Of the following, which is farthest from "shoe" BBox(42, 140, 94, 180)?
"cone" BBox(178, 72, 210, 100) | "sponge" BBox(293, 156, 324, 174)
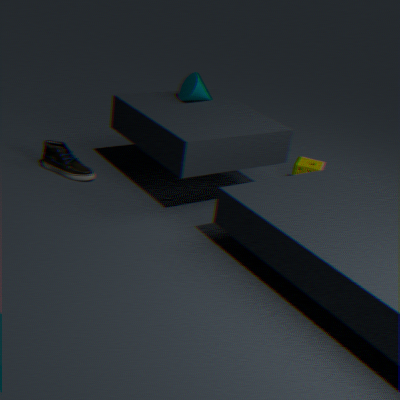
"sponge" BBox(293, 156, 324, 174)
